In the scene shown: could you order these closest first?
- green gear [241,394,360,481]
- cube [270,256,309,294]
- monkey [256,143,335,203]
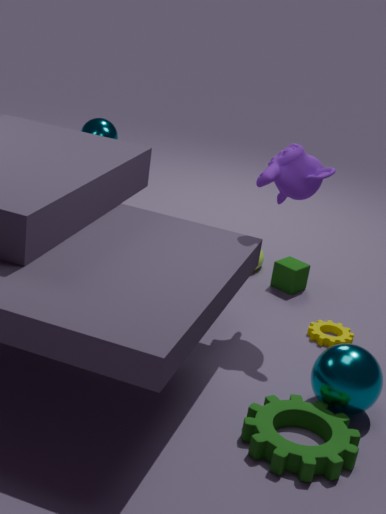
green gear [241,394,360,481] < monkey [256,143,335,203] < cube [270,256,309,294]
